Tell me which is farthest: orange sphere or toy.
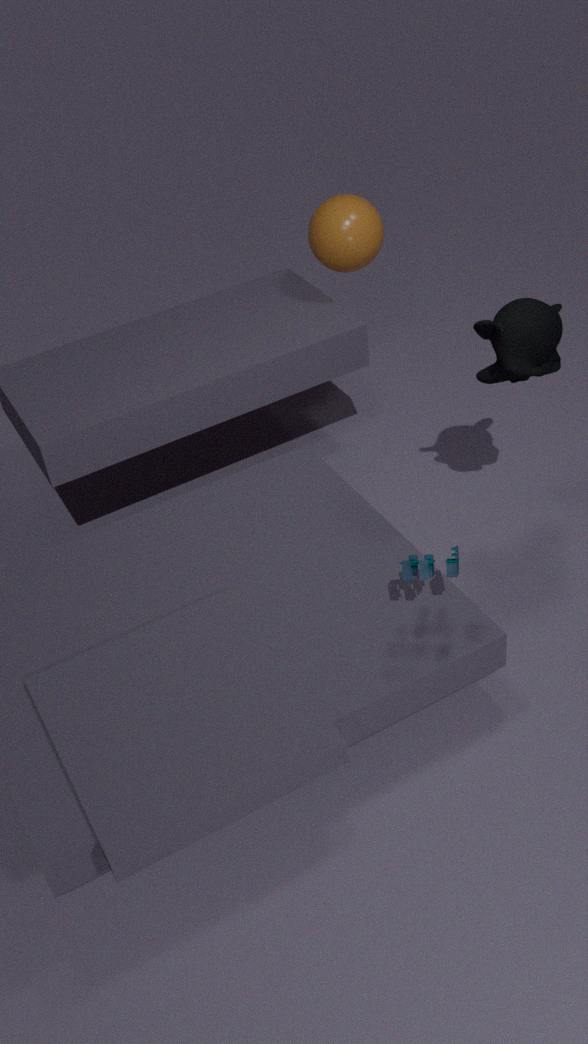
orange sphere
